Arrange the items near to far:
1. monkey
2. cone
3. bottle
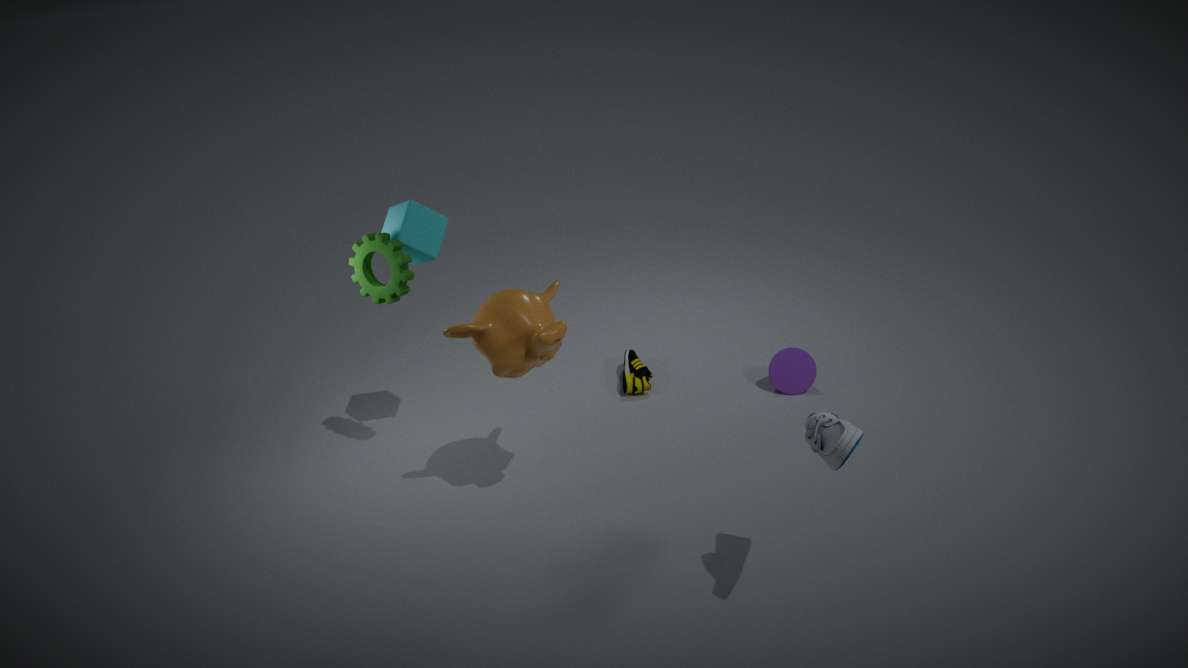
bottle → monkey → cone
